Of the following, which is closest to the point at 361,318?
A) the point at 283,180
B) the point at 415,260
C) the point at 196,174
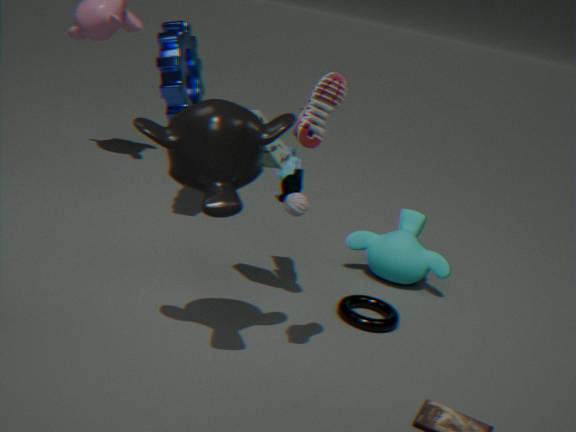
the point at 415,260
